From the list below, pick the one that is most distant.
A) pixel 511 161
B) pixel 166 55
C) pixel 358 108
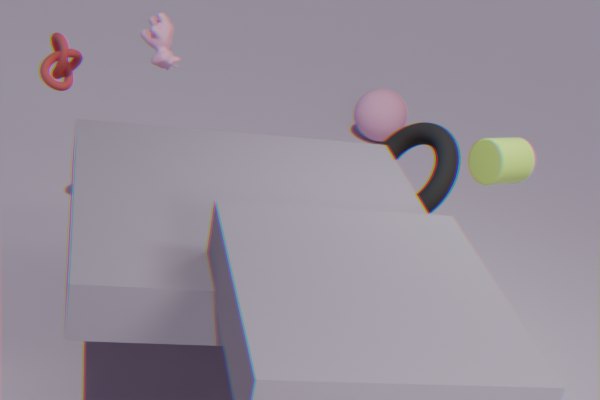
pixel 358 108
